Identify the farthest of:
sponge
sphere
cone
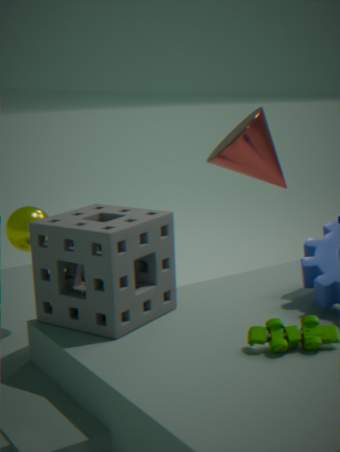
cone
